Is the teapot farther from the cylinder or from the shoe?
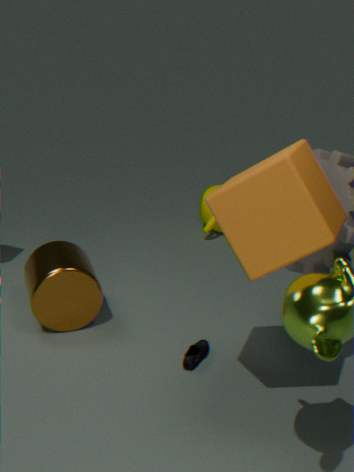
the shoe
